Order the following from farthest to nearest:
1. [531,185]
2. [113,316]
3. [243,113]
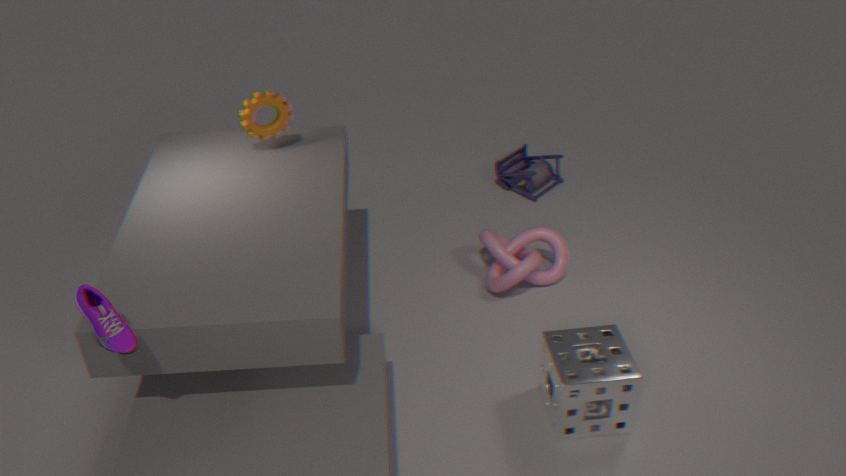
[531,185] < [243,113] < [113,316]
